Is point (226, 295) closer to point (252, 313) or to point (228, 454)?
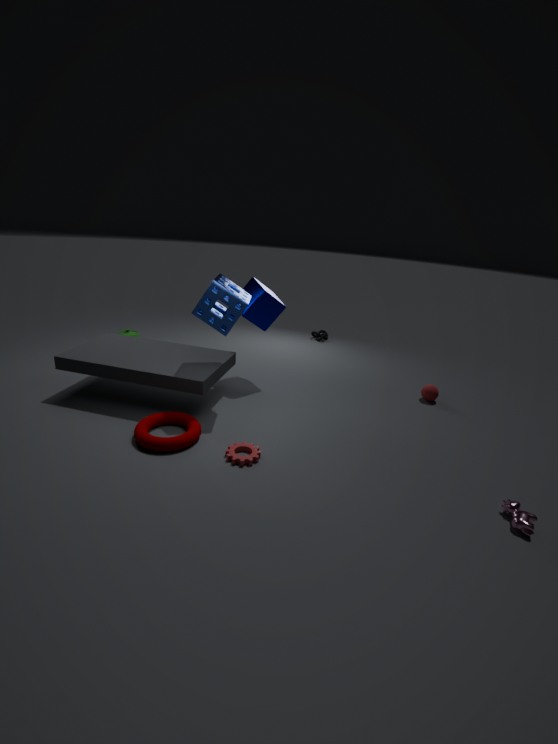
point (252, 313)
